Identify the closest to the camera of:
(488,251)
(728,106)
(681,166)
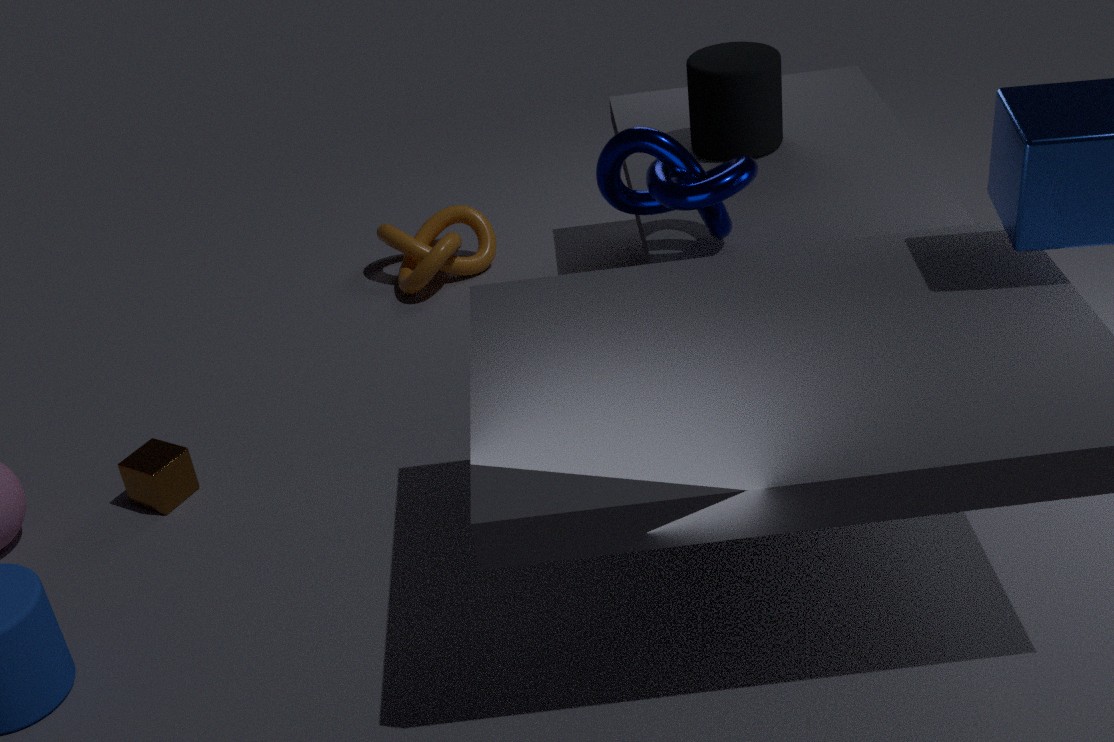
(681,166)
